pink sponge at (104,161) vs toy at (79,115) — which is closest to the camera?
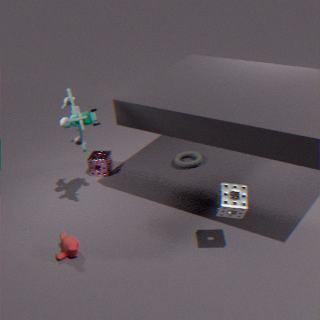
toy at (79,115)
